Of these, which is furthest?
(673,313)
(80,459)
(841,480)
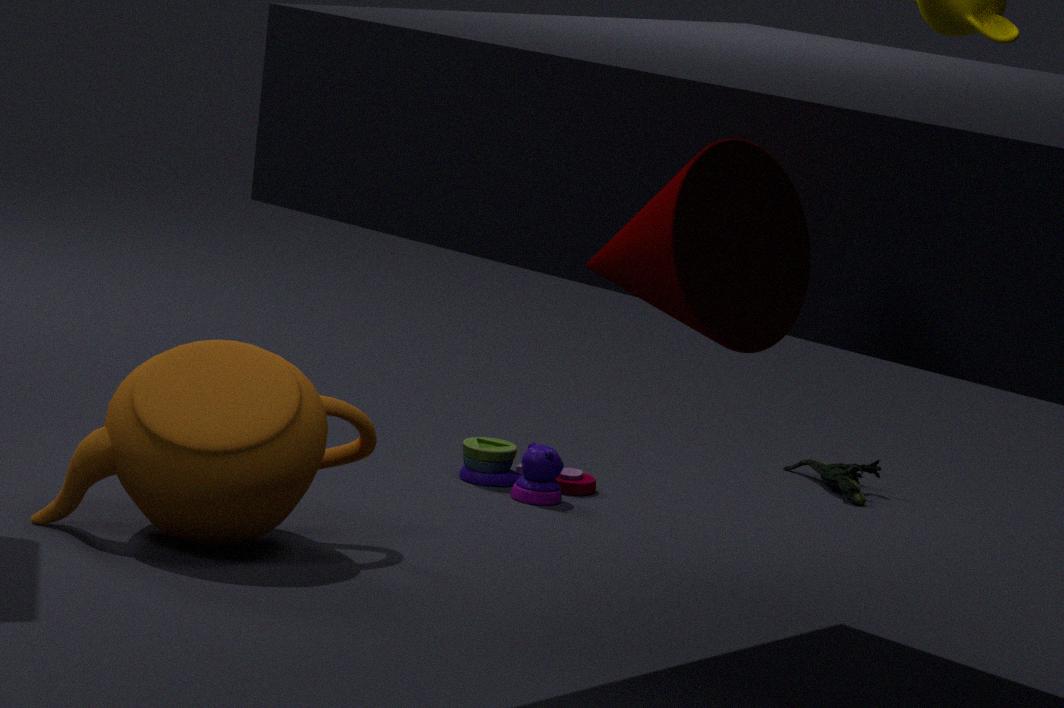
(841,480)
